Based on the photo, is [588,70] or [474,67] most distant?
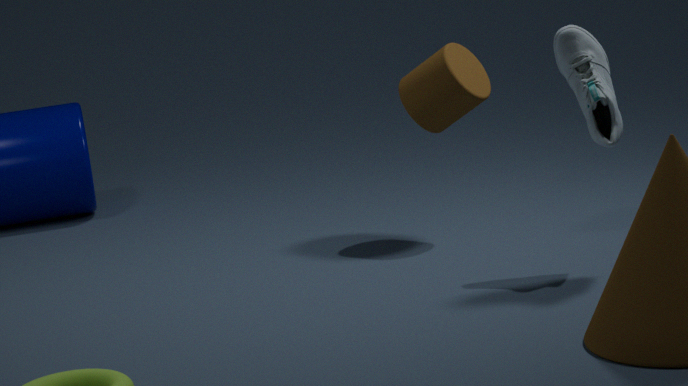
[474,67]
